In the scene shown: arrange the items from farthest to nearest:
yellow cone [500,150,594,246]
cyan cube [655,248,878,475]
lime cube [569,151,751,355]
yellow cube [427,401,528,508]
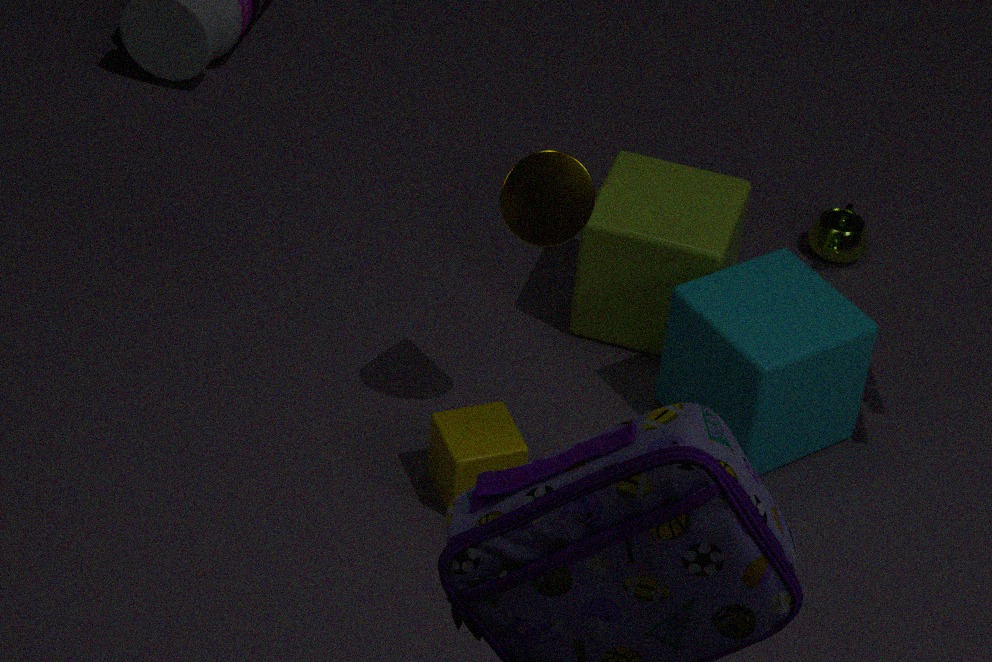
lime cube [569,151,751,355], cyan cube [655,248,878,475], yellow cube [427,401,528,508], yellow cone [500,150,594,246]
